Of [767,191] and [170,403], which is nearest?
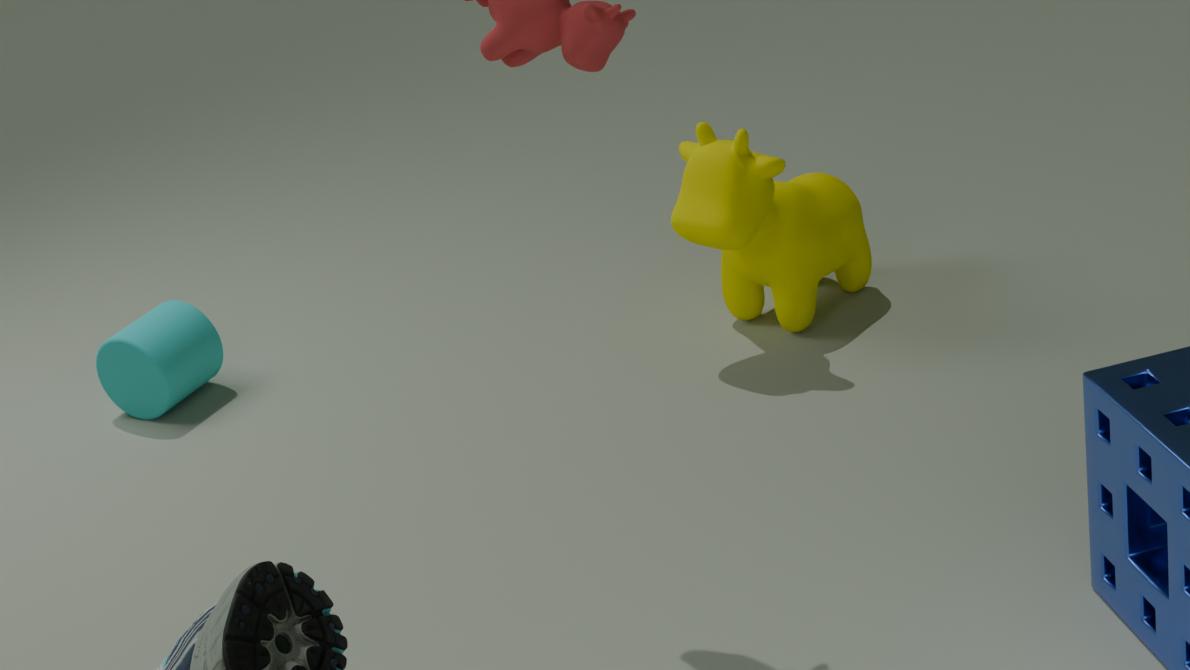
[767,191]
